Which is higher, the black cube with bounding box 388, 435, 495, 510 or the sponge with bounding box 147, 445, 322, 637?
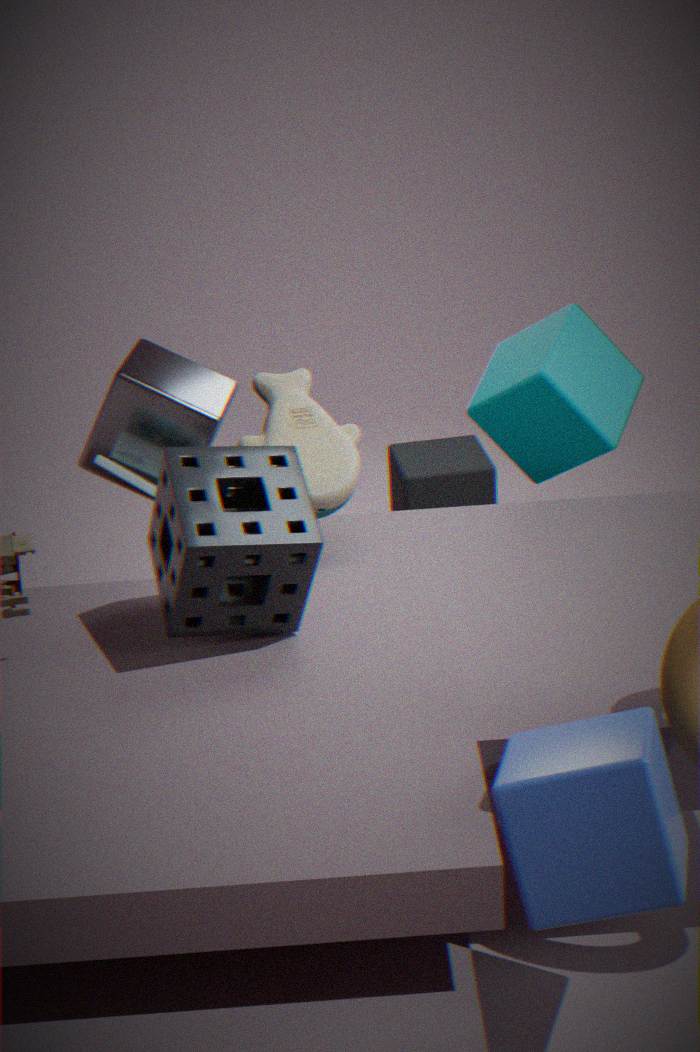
the sponge with bounding box 147, 445, 322, 637
